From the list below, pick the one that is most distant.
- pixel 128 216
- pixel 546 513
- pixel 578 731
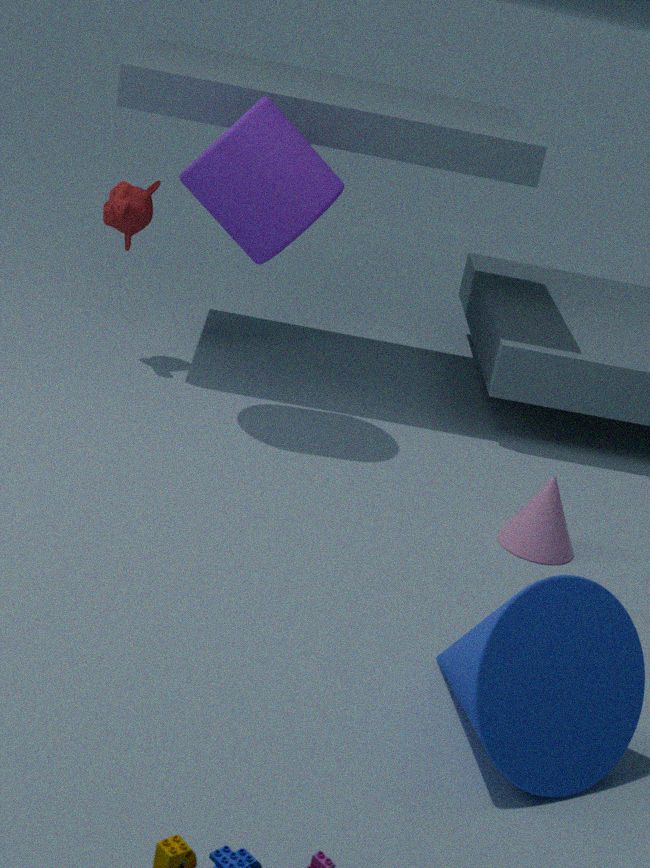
pixel 128 216
